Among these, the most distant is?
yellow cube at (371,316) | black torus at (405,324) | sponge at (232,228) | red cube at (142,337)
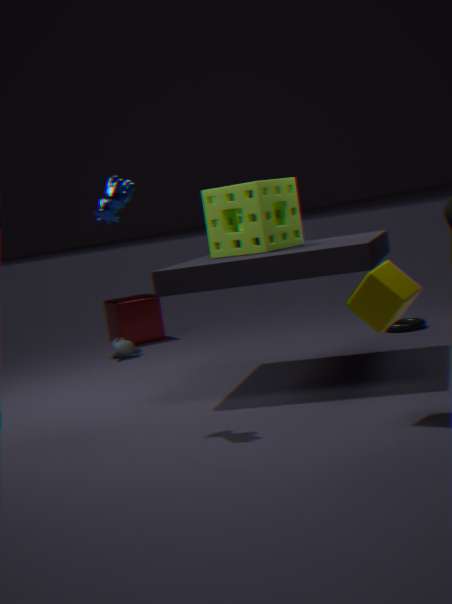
red cube at (142,337)
